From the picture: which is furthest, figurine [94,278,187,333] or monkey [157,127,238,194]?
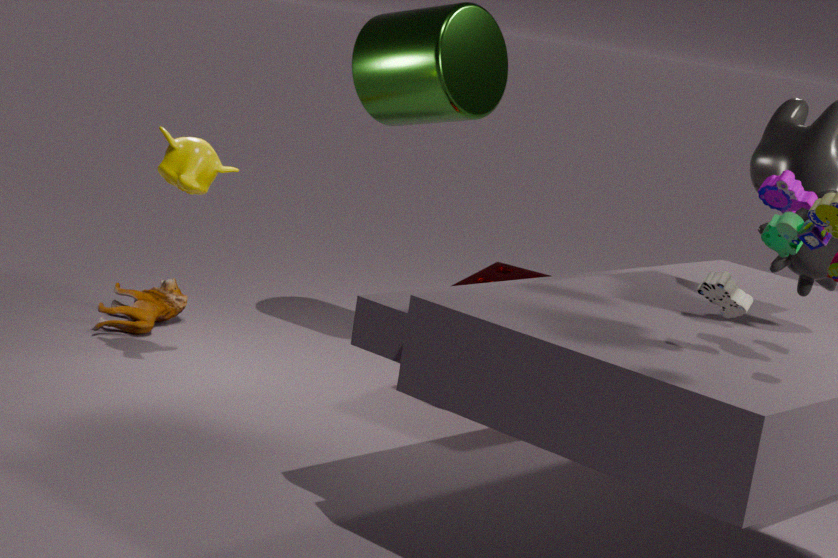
figurine [94,278,187,333]
